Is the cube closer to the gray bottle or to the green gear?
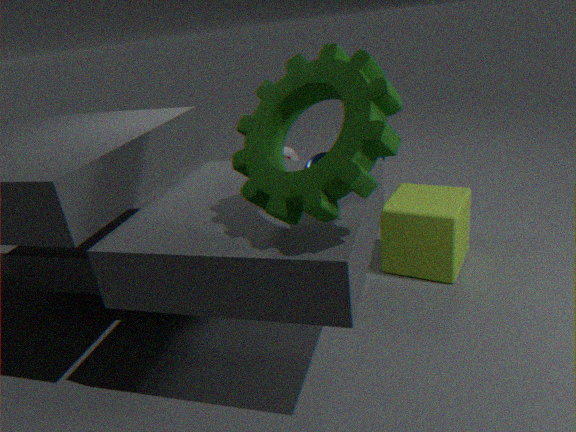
the green gear
